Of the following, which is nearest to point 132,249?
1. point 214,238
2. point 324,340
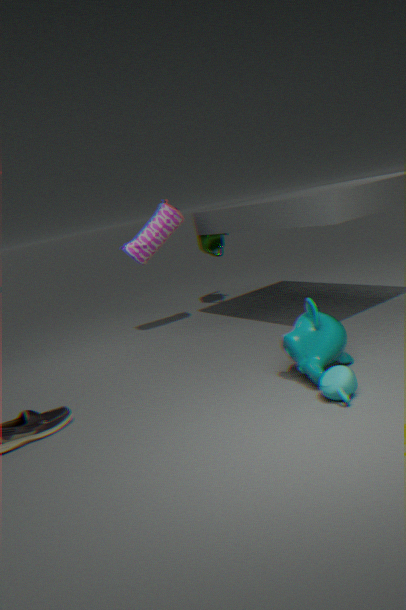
point 214,238
